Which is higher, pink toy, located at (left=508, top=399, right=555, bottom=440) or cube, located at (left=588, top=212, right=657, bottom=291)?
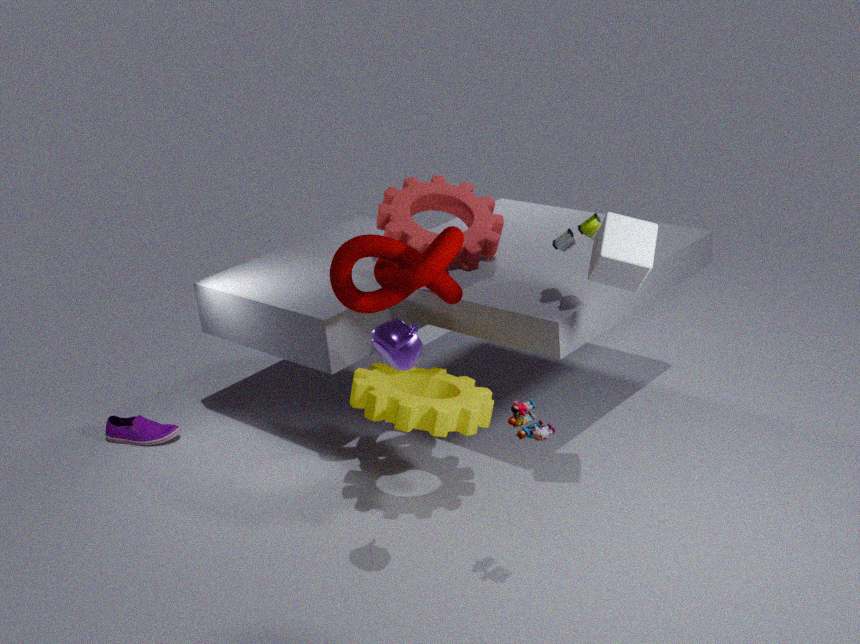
cube, located at (left=588, top=212, right=657, bottom=291)
